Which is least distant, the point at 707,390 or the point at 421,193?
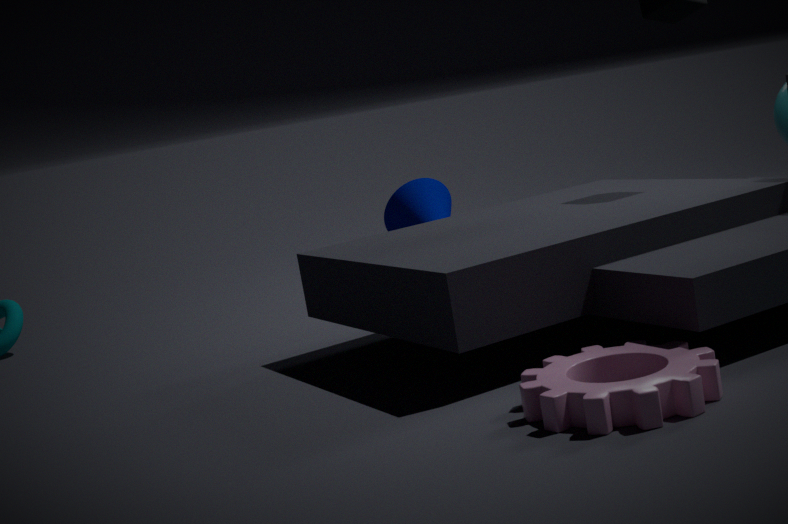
the point at 707,390
